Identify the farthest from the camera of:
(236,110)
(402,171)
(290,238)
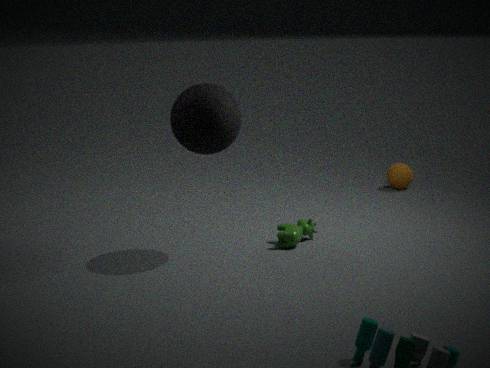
(402,171)
